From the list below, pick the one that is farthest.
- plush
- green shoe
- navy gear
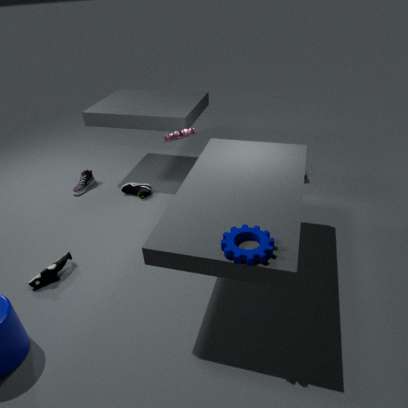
green shoe
